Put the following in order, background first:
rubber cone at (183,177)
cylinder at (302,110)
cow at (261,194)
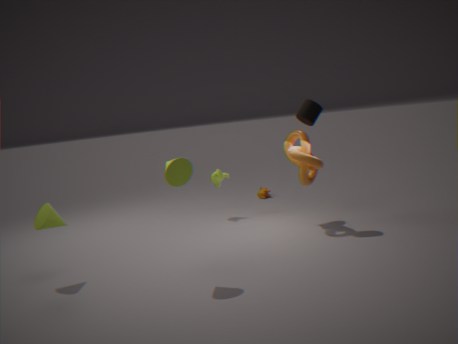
cow at (261,194) < cylinder at (302,110) < rubber cone at (183,177)
